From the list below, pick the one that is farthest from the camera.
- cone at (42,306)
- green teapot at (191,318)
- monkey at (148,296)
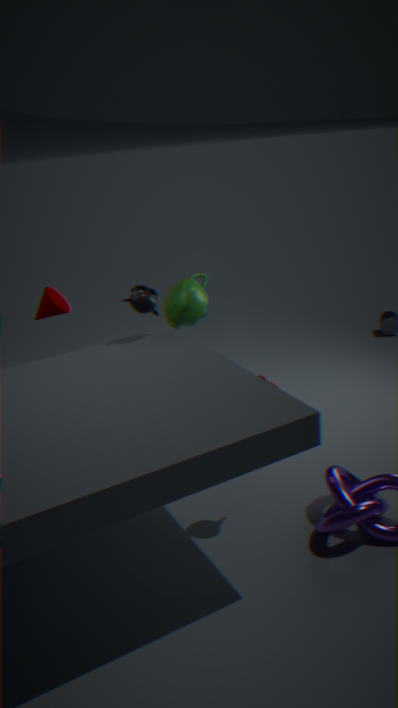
green teapot at (191,318)
